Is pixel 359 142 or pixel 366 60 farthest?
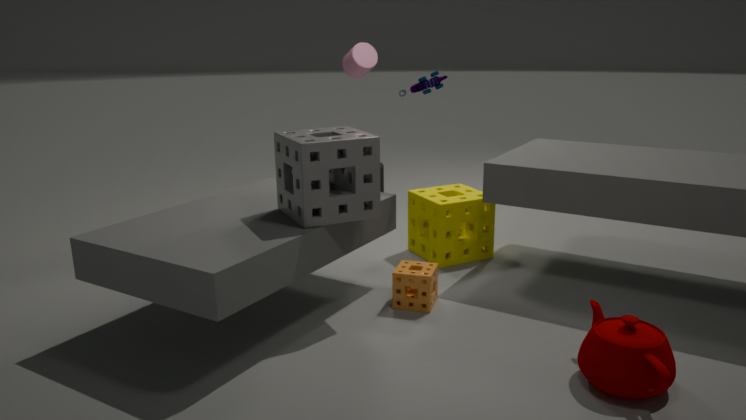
pixel 366 60
